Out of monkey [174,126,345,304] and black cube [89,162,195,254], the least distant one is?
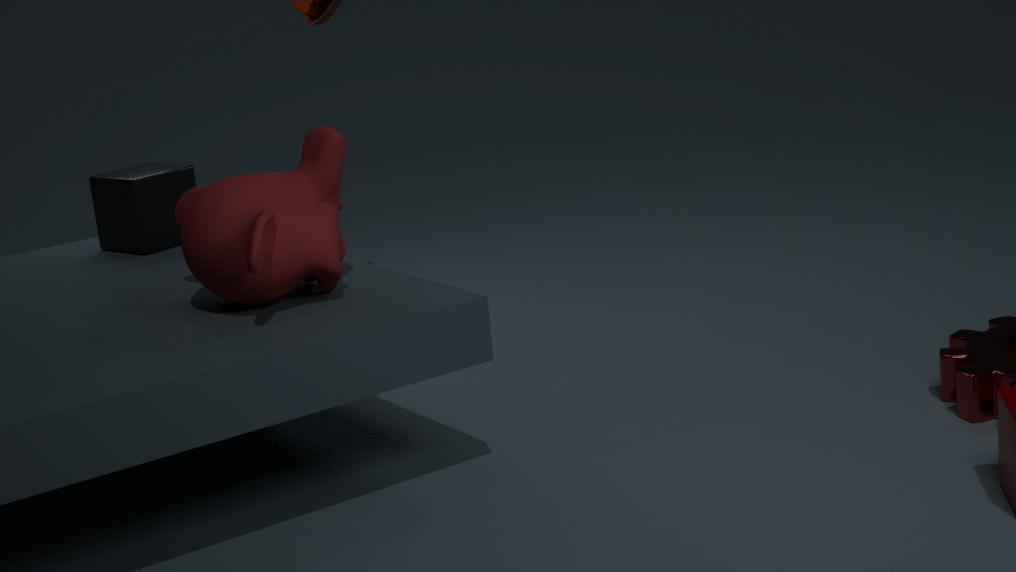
monkey [174,126,345,304]
